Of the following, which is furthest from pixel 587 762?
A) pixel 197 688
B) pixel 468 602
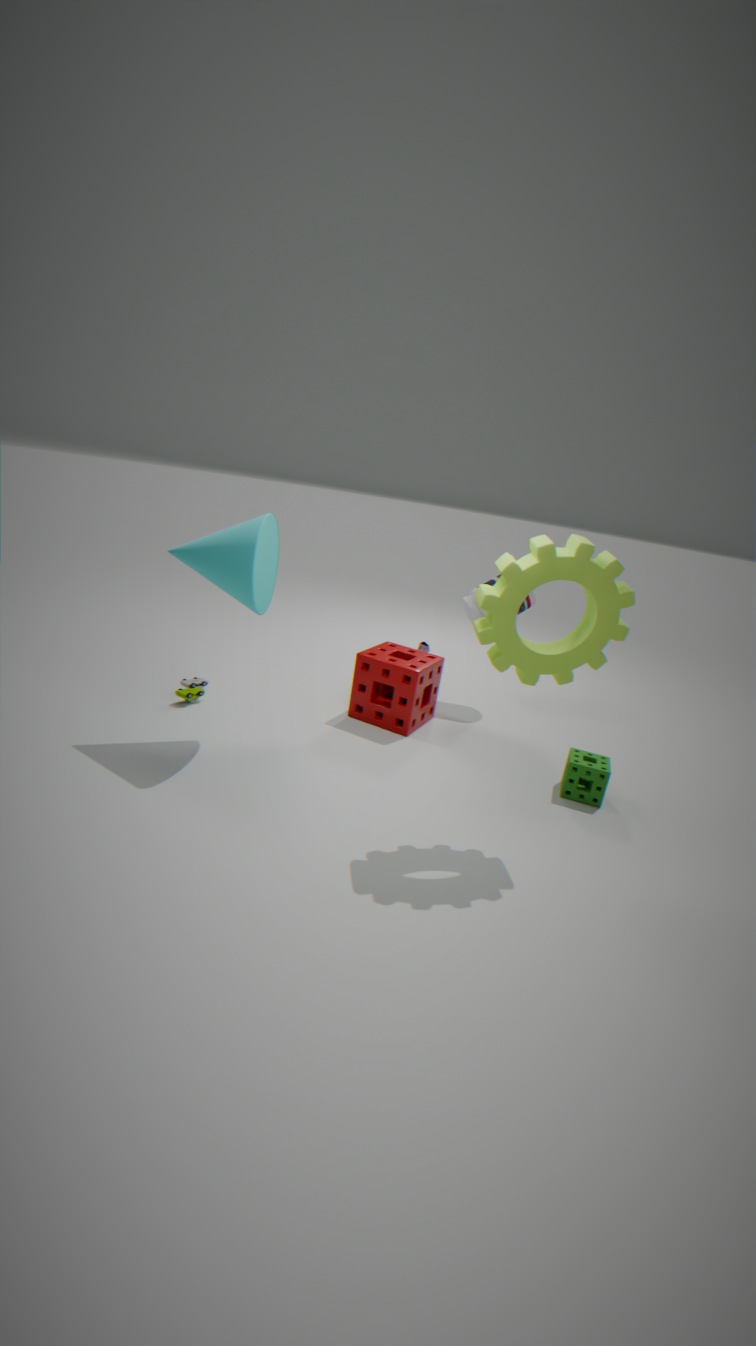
pixel 197 688
